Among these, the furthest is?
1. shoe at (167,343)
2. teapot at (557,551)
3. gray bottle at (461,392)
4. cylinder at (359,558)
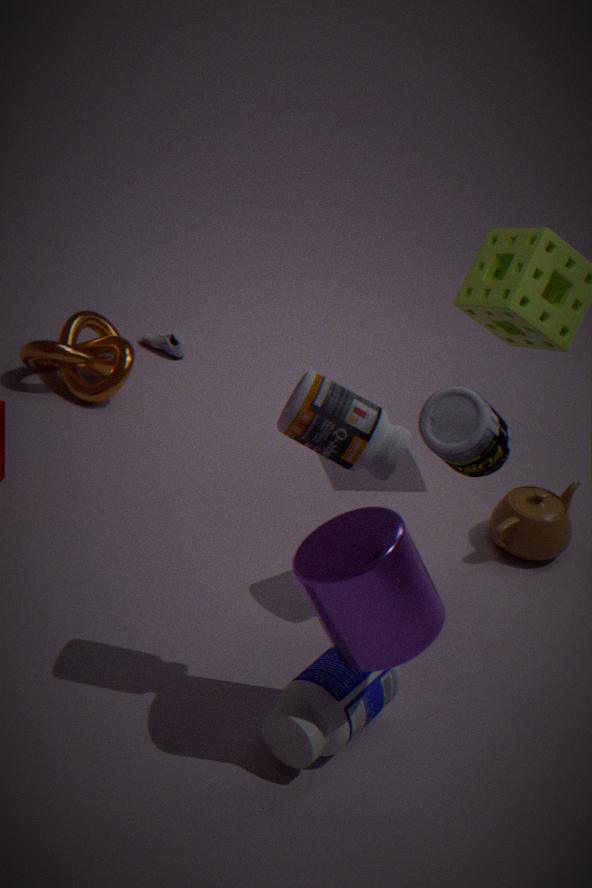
shoe at (167,343)
